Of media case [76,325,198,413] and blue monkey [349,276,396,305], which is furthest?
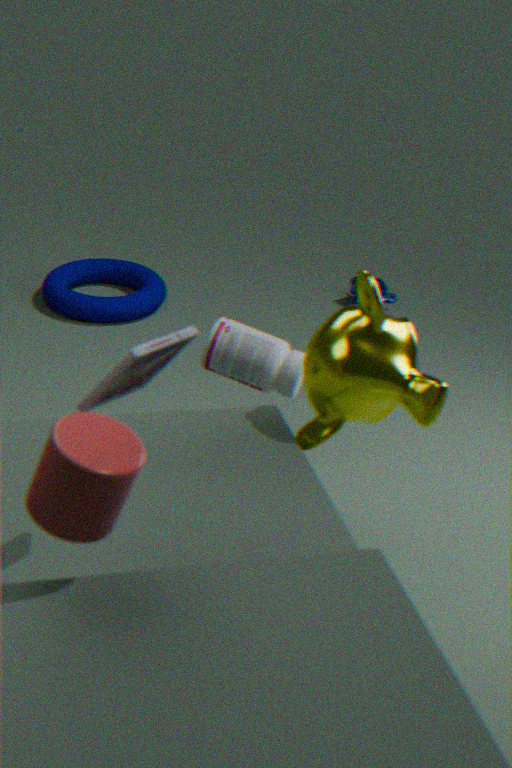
blue monkey [349,276,396,305]
